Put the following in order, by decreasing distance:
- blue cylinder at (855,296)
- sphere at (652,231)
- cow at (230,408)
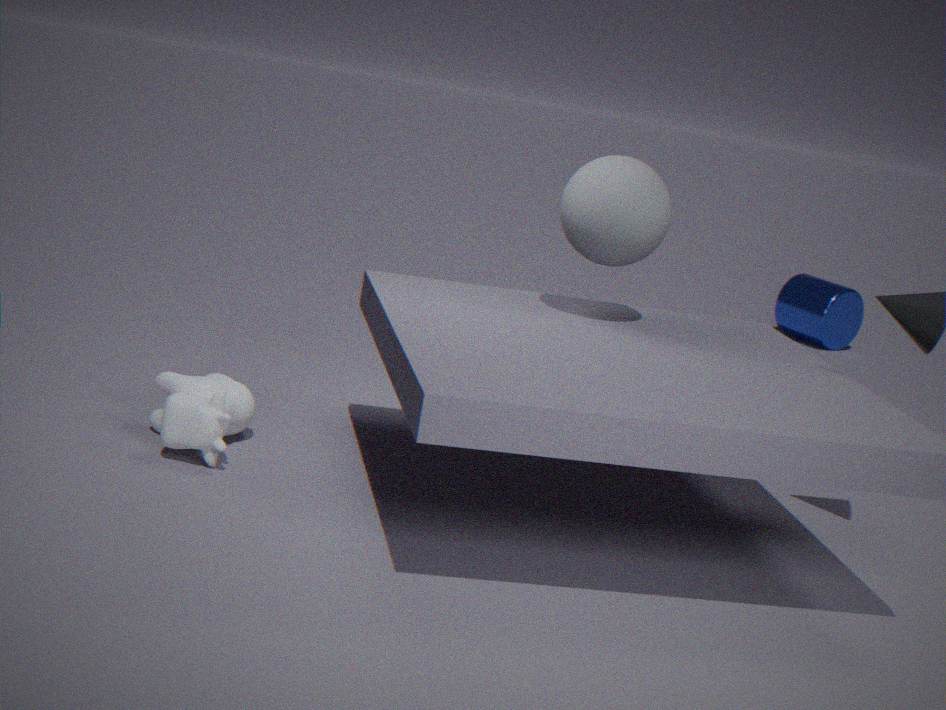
blue cylinder at (855,296), sphere at (652,231), cow at (230,408)
